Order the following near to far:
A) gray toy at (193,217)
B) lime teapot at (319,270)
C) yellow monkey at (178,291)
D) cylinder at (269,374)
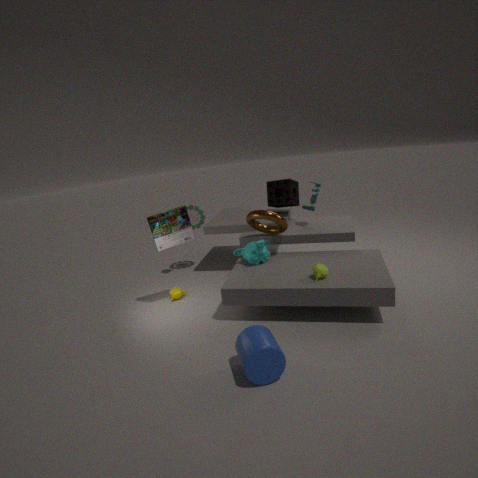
D. cylinder at (269,374)
B. lime teapot at (319,270)
C. yellow monkey at (178,291)
A. gray toy at (193,217)
